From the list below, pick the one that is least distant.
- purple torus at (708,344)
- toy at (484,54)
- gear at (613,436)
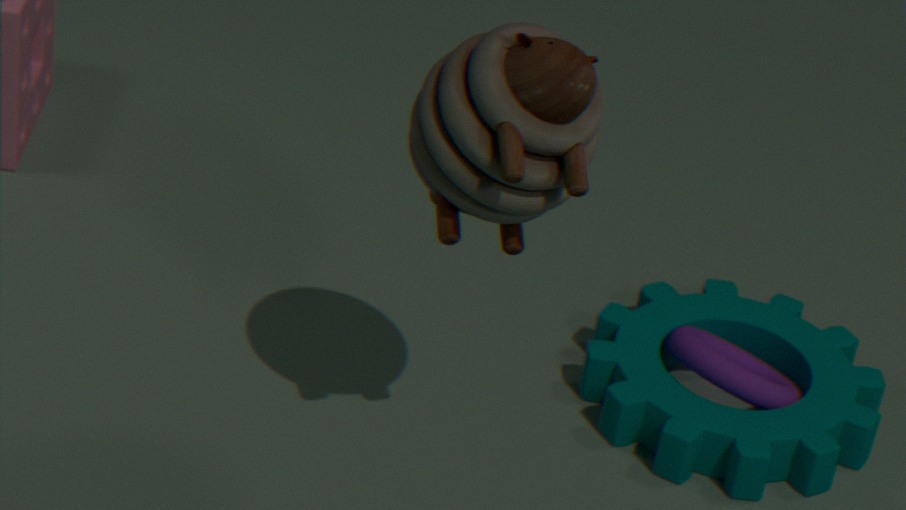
toy at (484,54)
